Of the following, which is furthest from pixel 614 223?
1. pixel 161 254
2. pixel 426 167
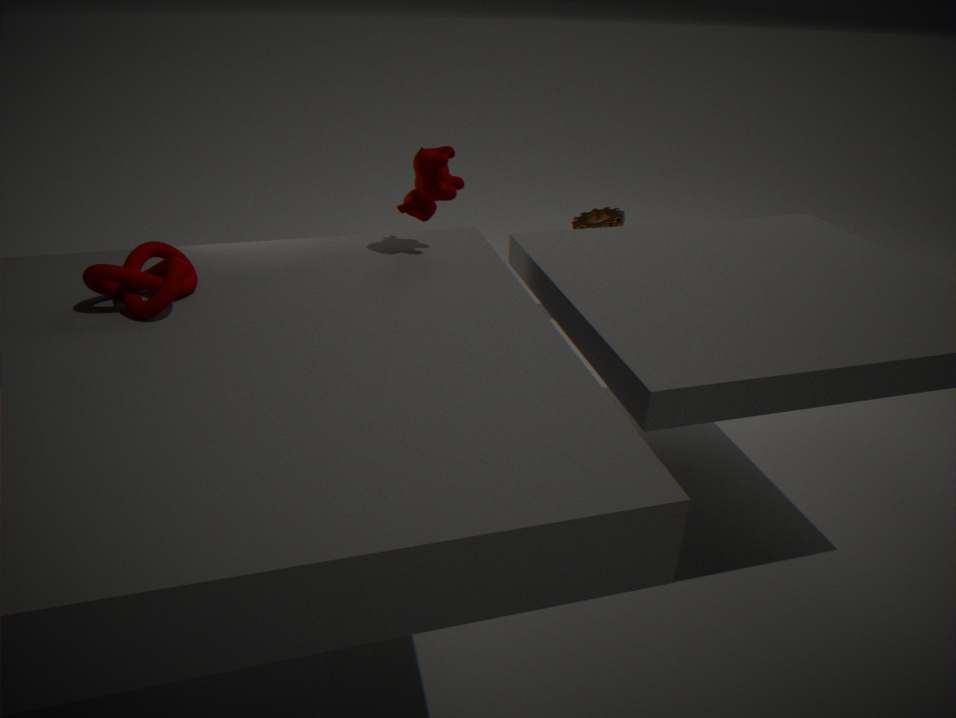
pixel 161 254
